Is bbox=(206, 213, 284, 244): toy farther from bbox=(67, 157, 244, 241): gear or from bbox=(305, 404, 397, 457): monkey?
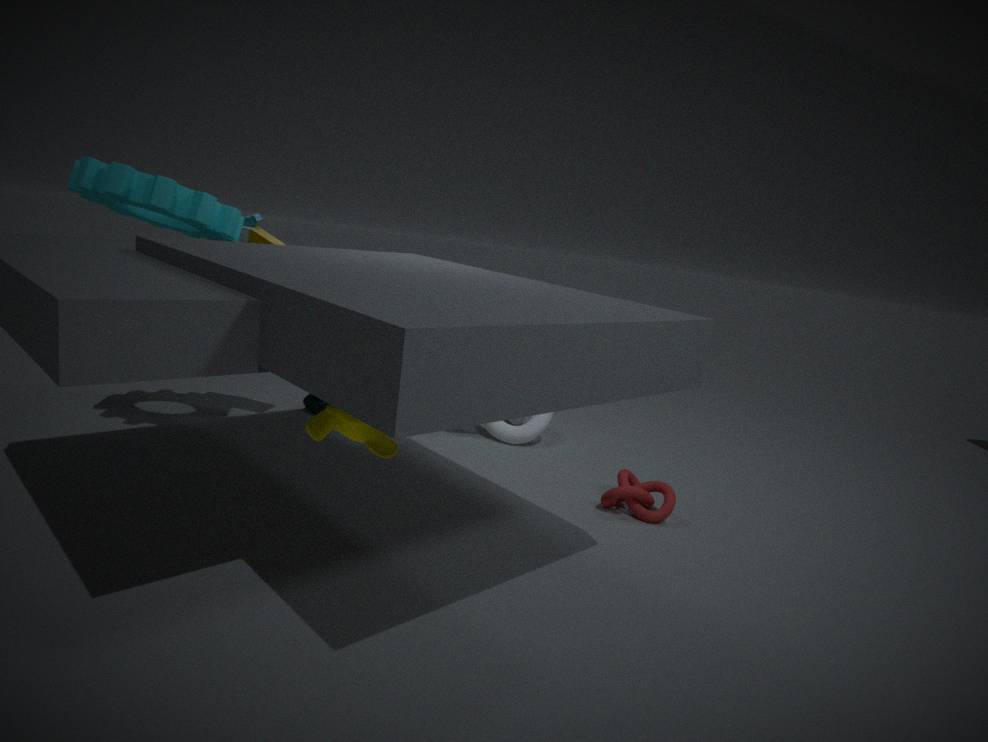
bbox=(305, 404, 397, 457): monkey
